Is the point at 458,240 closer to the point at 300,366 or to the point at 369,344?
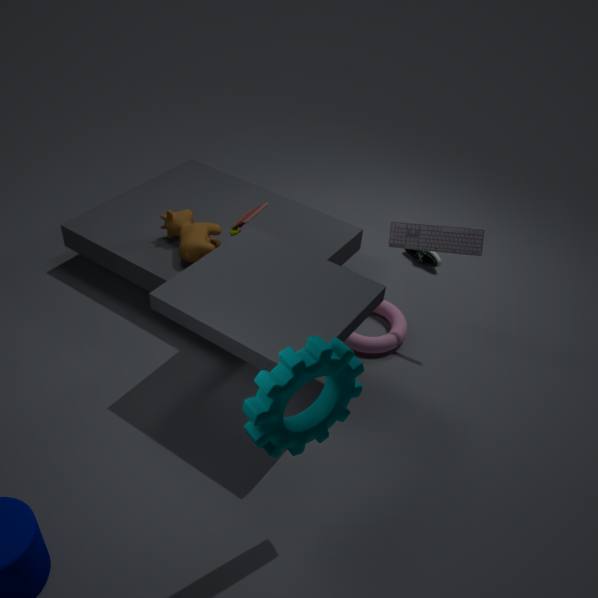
the point at 369,344
